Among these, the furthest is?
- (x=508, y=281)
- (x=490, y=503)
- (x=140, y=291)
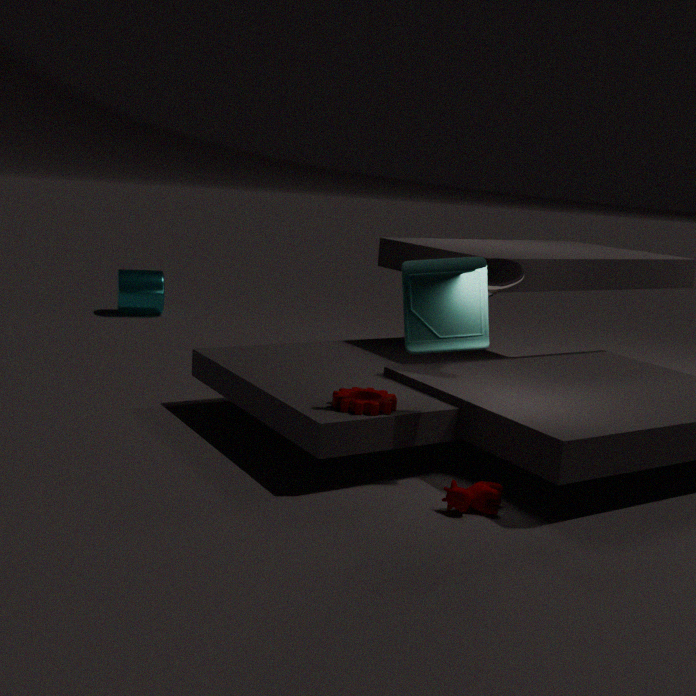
(x=140, y=291)
